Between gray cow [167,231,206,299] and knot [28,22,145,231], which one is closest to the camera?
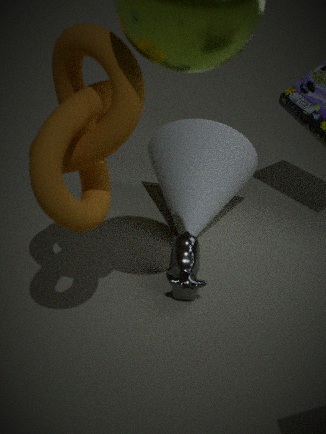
knot [28,22,145,231]
